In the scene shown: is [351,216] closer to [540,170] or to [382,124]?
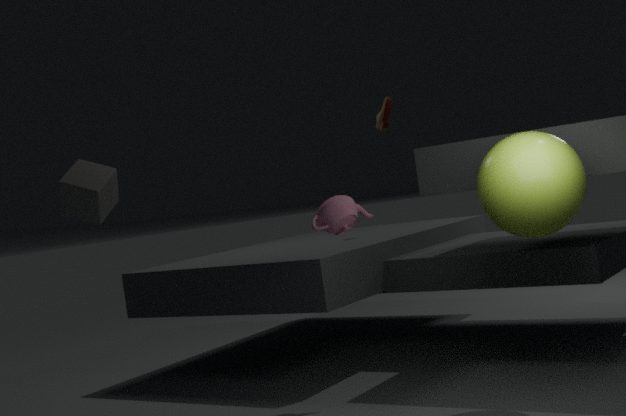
[540,170]
